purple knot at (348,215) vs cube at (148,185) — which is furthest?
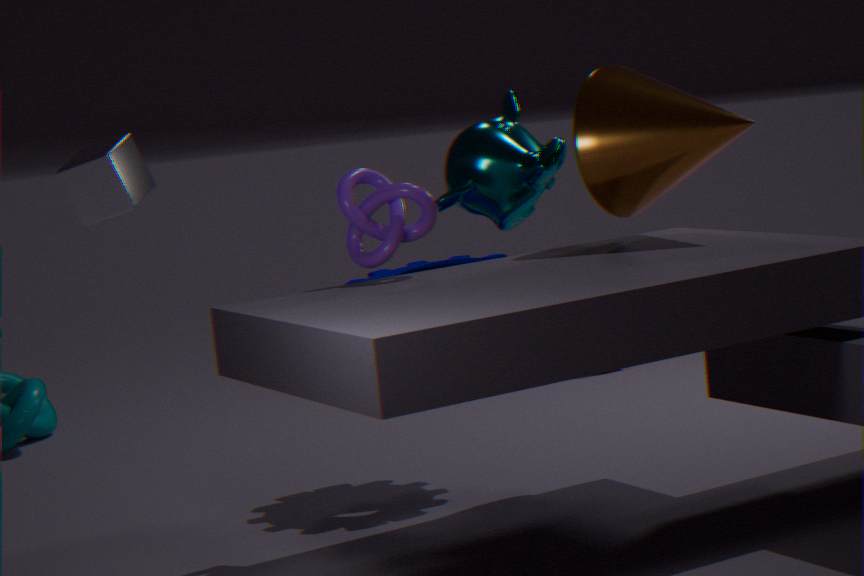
cube at (148,185)
